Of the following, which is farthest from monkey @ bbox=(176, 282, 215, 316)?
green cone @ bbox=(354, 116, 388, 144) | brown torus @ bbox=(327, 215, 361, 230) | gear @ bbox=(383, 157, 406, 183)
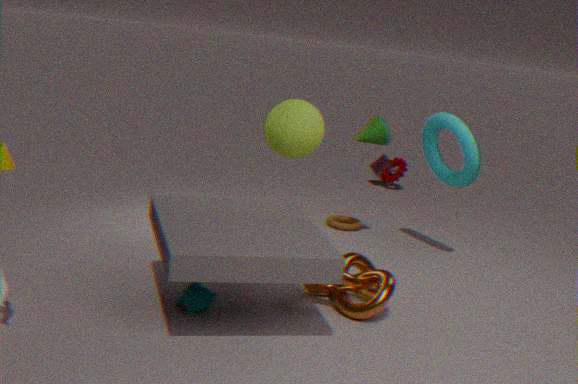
gear @ bbox=(383, 157, 406, 183)
